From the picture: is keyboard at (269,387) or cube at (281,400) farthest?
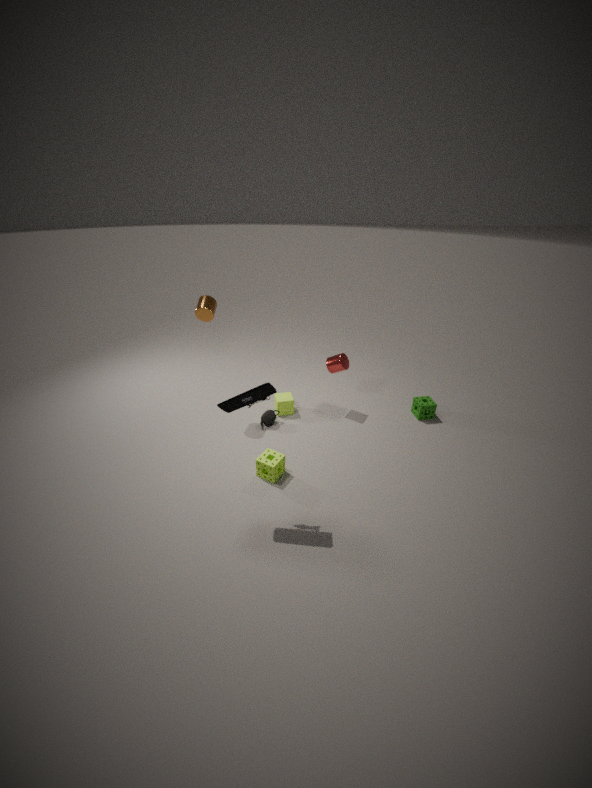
cube at (281,400)
